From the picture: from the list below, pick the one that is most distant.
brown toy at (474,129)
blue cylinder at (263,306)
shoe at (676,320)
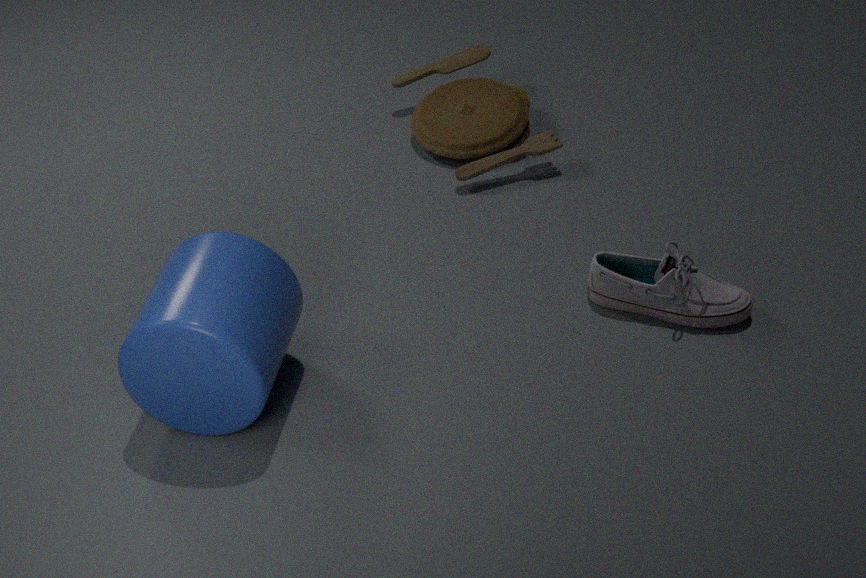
brown toy at (474,129)
